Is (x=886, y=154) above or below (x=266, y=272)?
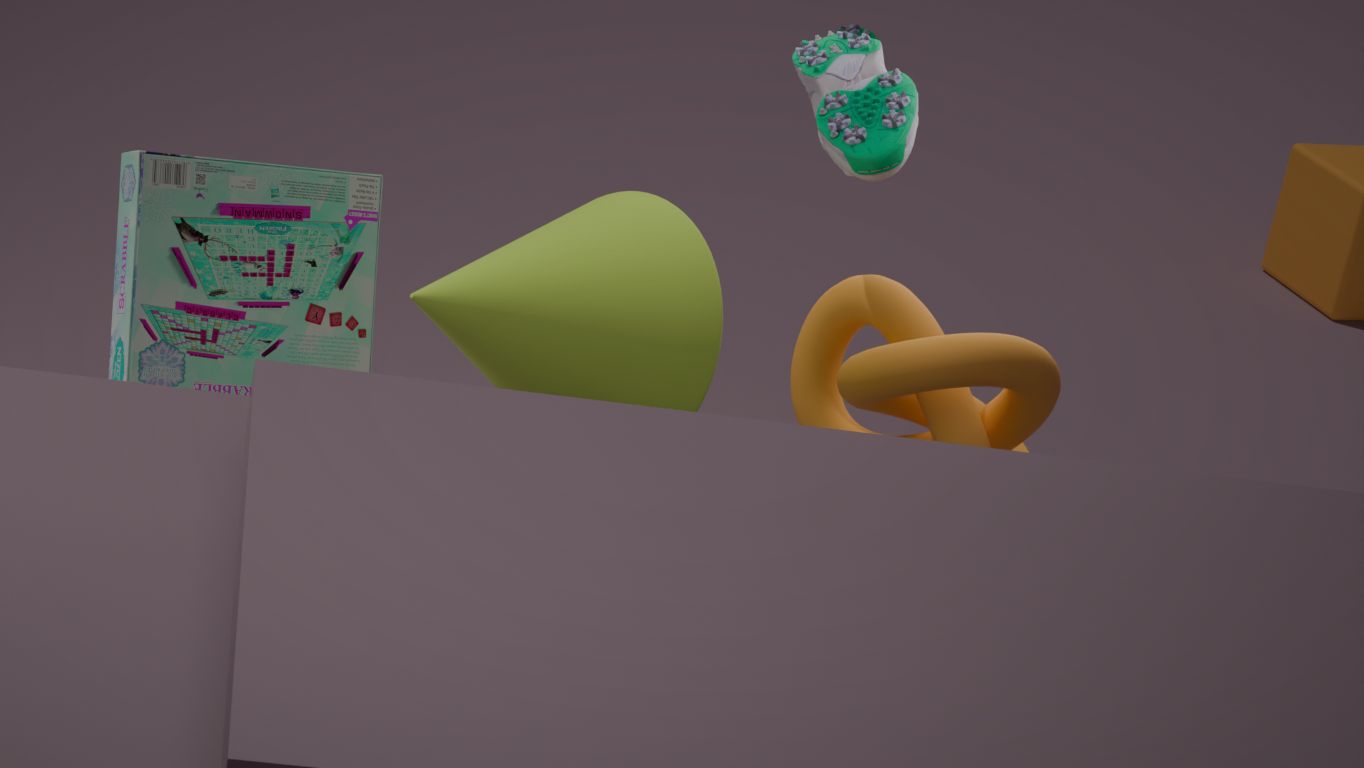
above
